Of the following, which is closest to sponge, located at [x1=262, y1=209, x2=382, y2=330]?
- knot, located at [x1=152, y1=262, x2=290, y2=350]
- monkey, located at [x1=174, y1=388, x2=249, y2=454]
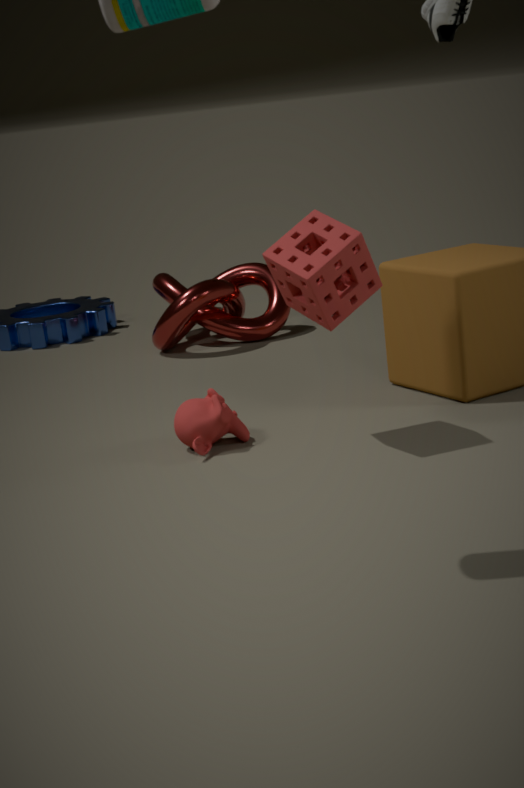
monkey, located at [x1=174, y1=388, x2=249, y2=454]
